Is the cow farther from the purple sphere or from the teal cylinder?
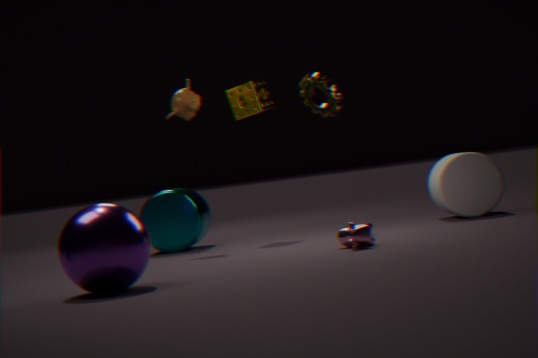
the teal cylinder
